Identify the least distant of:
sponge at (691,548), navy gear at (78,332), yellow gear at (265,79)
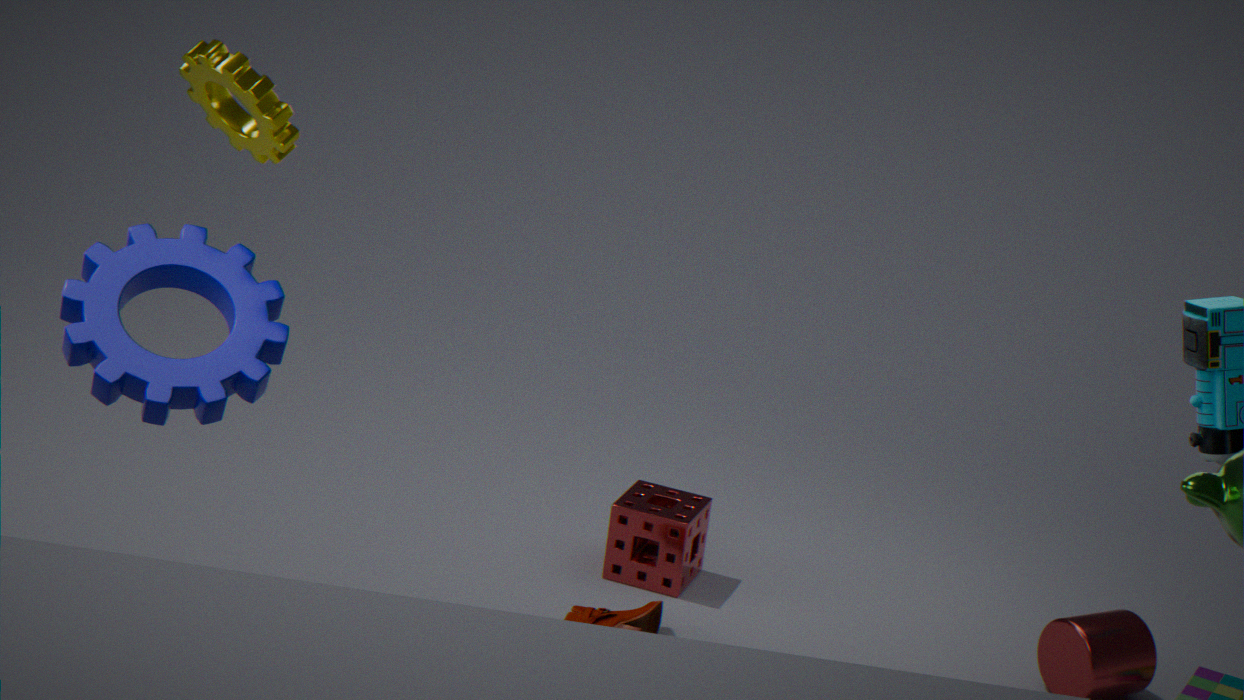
navy gear at (78,332)
